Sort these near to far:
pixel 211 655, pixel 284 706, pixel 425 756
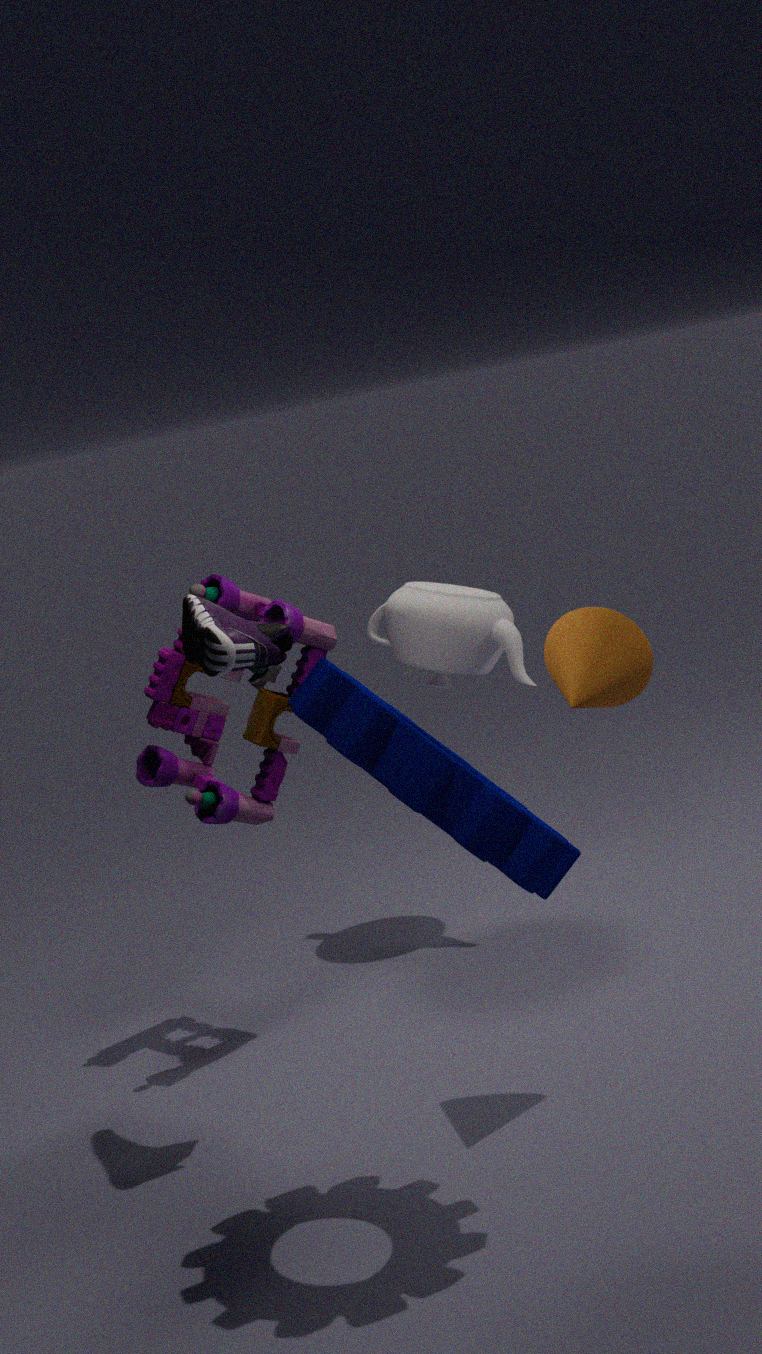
1. pixel 425 756
2. pixel 211 655
3. pixel 284 706
